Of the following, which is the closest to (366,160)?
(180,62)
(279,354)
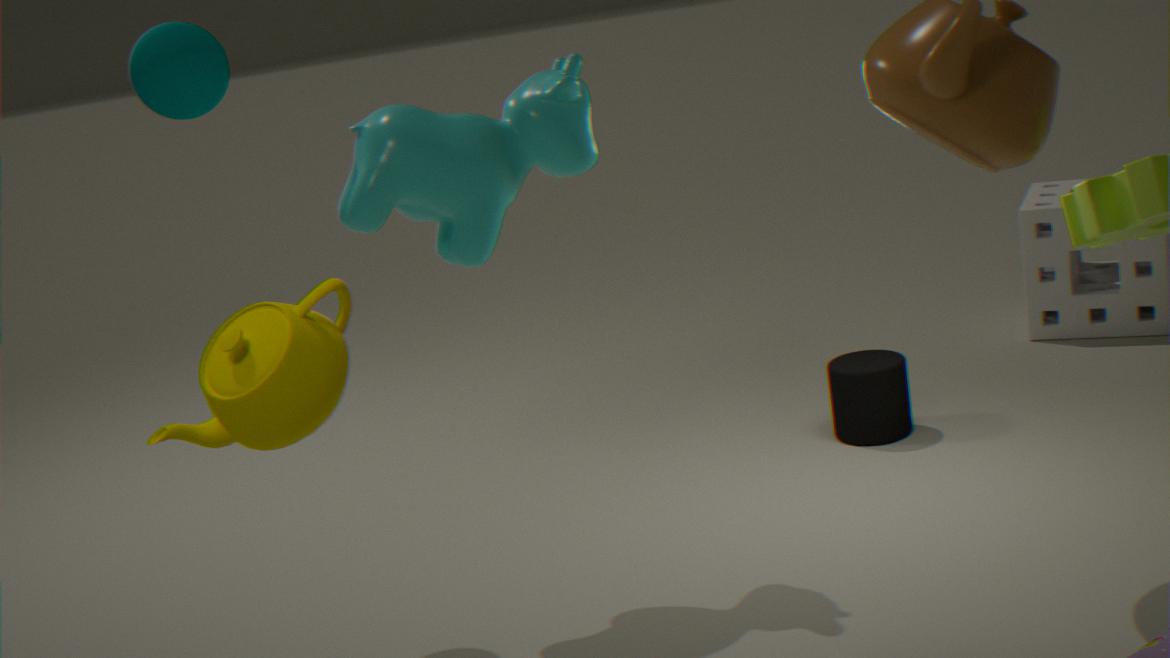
(180,62)
